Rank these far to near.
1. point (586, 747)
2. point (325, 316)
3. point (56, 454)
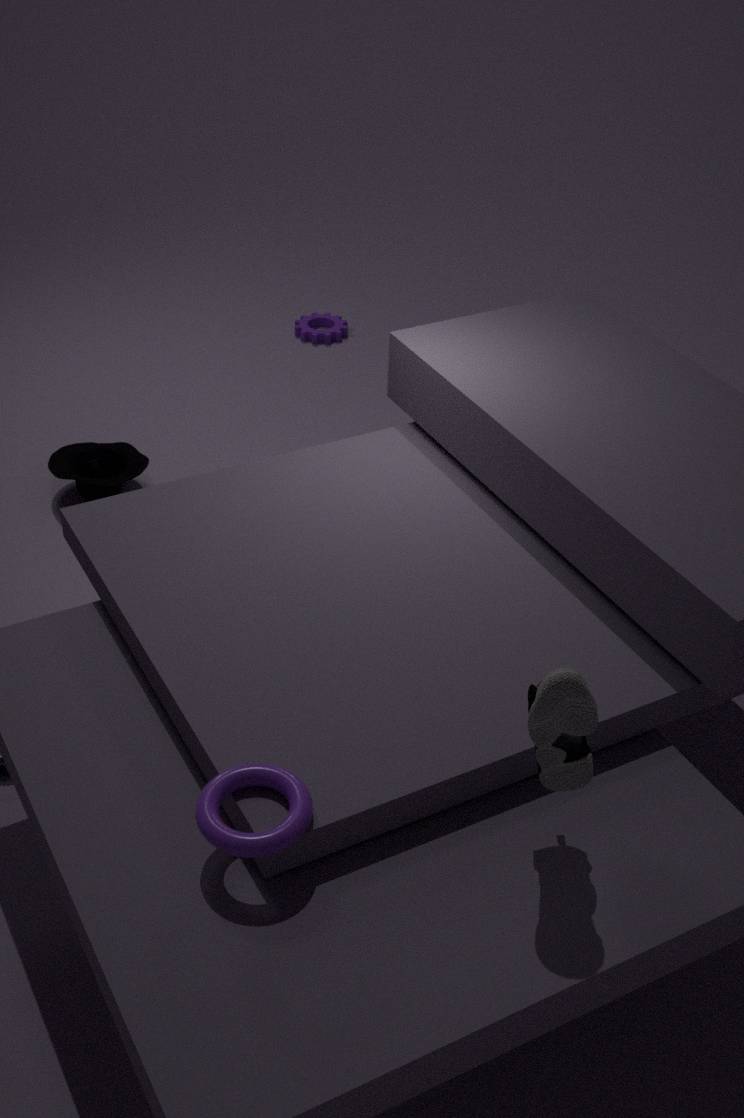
point (325, 316) → point (56, 454) → point (586, 747)
